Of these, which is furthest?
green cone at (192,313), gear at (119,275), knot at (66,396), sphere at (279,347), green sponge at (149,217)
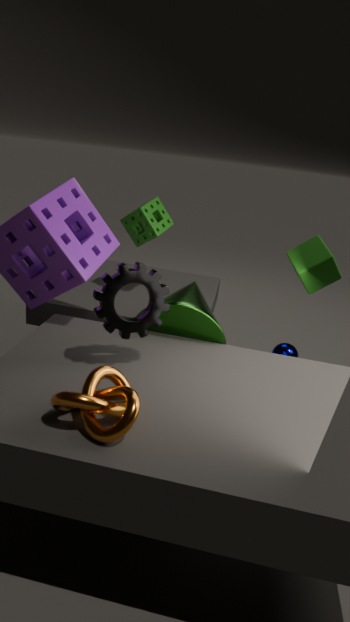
sphere at (279,347)
